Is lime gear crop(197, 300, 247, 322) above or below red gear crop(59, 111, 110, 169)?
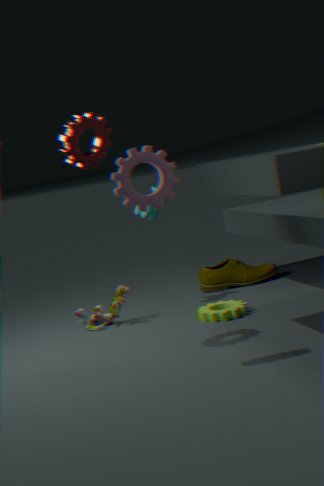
below
